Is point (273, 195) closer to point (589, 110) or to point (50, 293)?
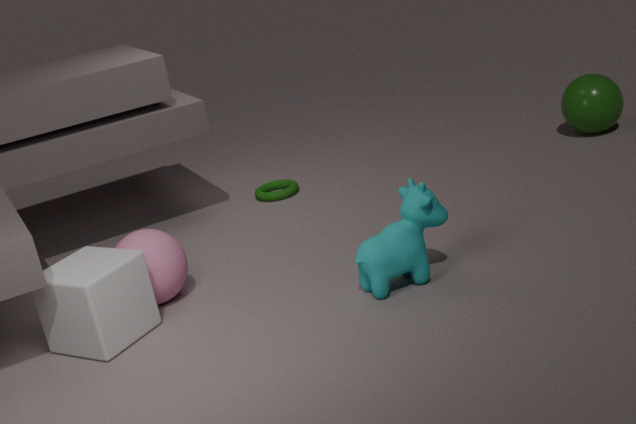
point (50, 293)
